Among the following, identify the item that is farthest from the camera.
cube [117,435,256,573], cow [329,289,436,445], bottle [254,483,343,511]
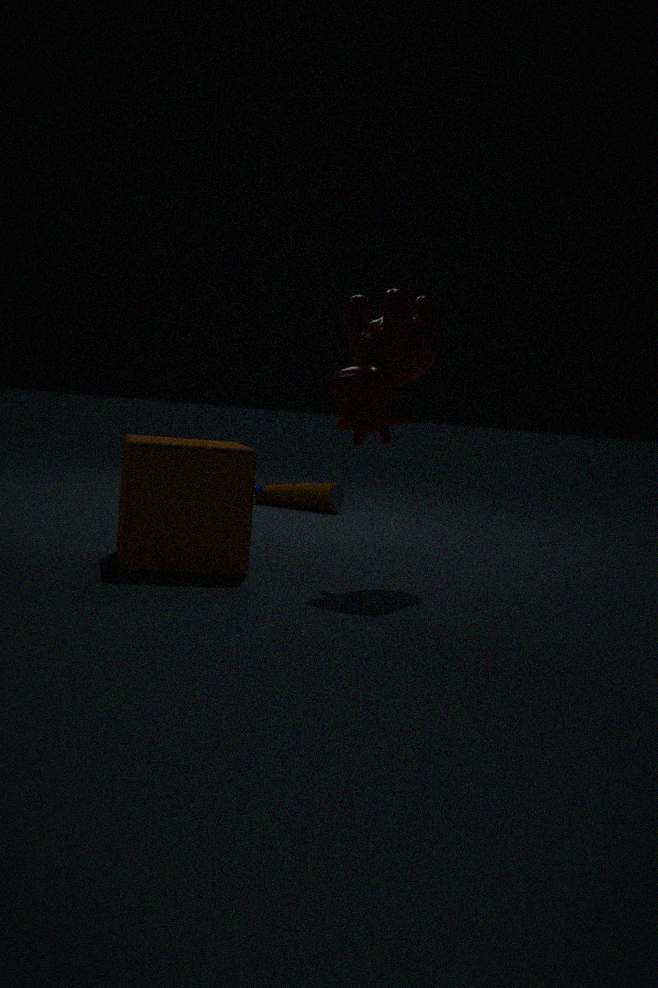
bottle [254,483,343,511]
